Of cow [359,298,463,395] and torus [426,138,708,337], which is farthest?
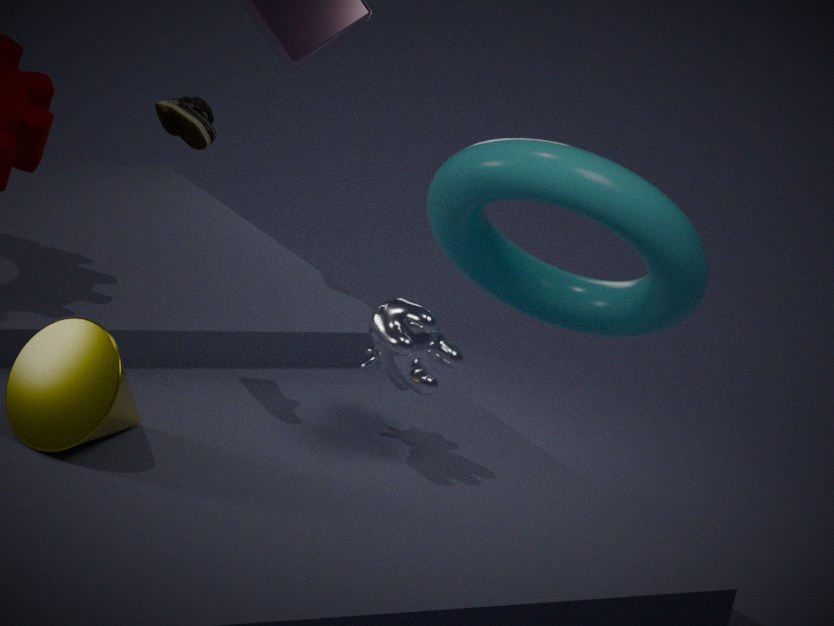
torus [426,138,708,337]
